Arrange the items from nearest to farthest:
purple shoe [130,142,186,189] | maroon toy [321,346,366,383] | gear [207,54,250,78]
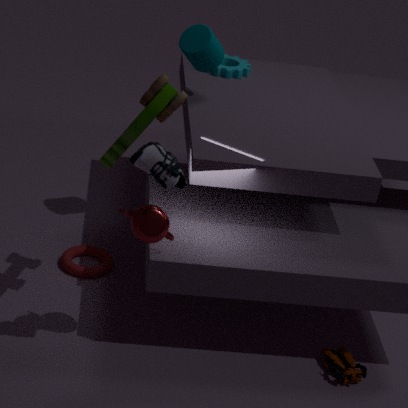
purple shoe [130,142,186,189] < maroon toy [321,346,366,383] < gear [207,54,250,78]
